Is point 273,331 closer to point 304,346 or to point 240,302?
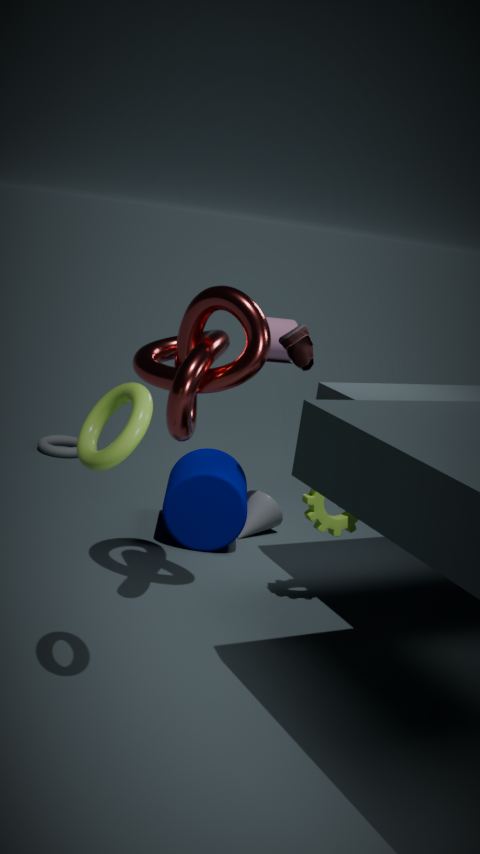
point 304,346
